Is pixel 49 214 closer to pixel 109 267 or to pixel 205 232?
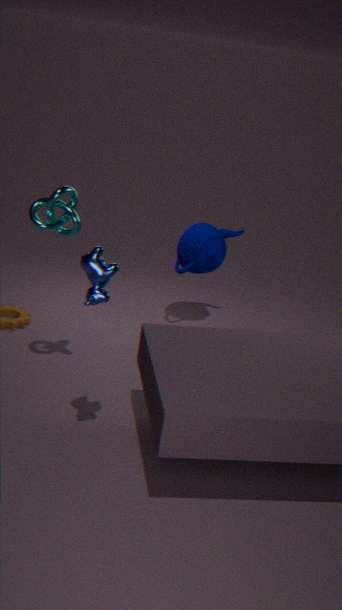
pixel 109 267
